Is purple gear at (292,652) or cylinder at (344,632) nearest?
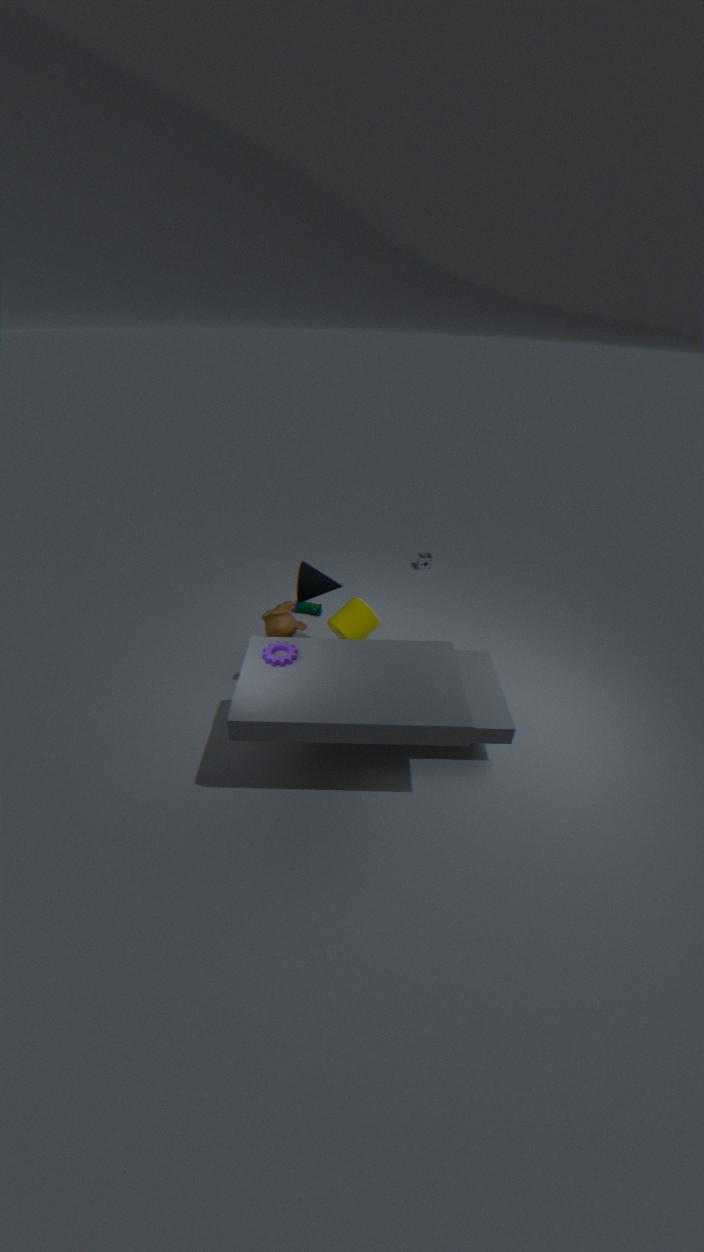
purple gear at (292,652)
